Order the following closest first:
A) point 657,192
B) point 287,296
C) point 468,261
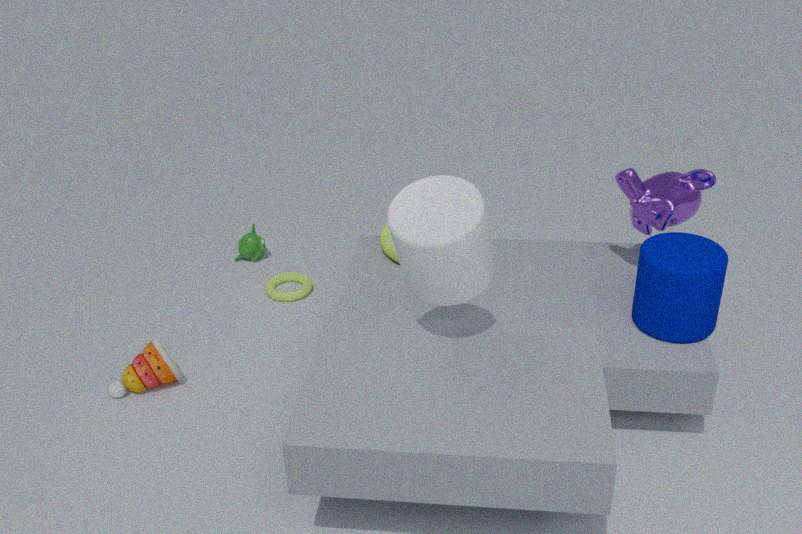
point 468,261 → point 657,192 → point 287,296
